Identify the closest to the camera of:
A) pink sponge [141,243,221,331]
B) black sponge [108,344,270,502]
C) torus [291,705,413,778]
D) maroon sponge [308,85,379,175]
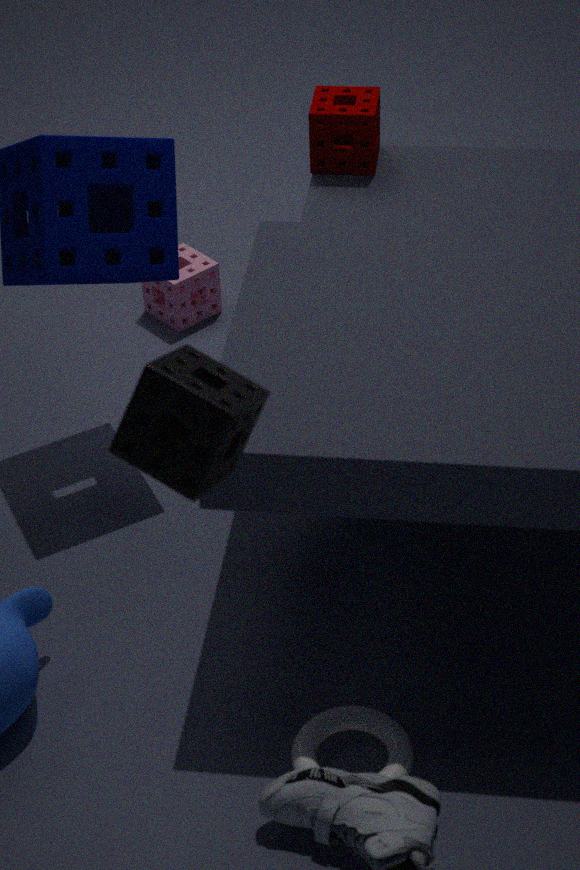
black sponge [108,344,270,502]
